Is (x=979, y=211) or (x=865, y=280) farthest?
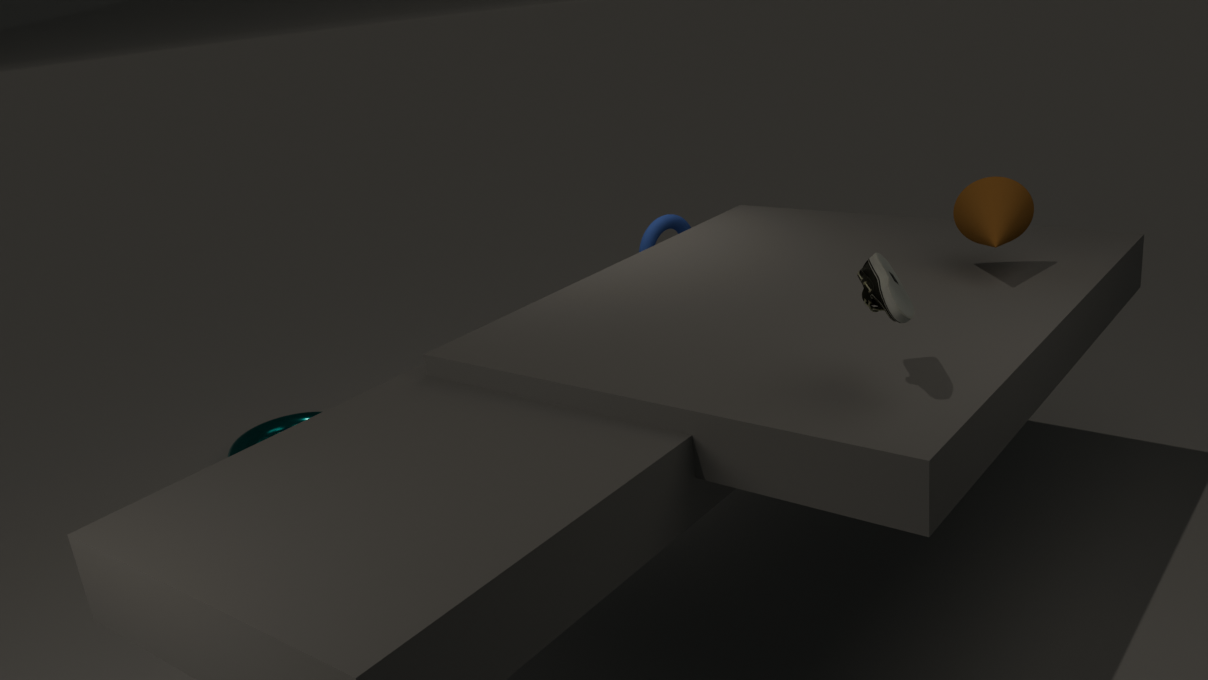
(x=979, y=211)
